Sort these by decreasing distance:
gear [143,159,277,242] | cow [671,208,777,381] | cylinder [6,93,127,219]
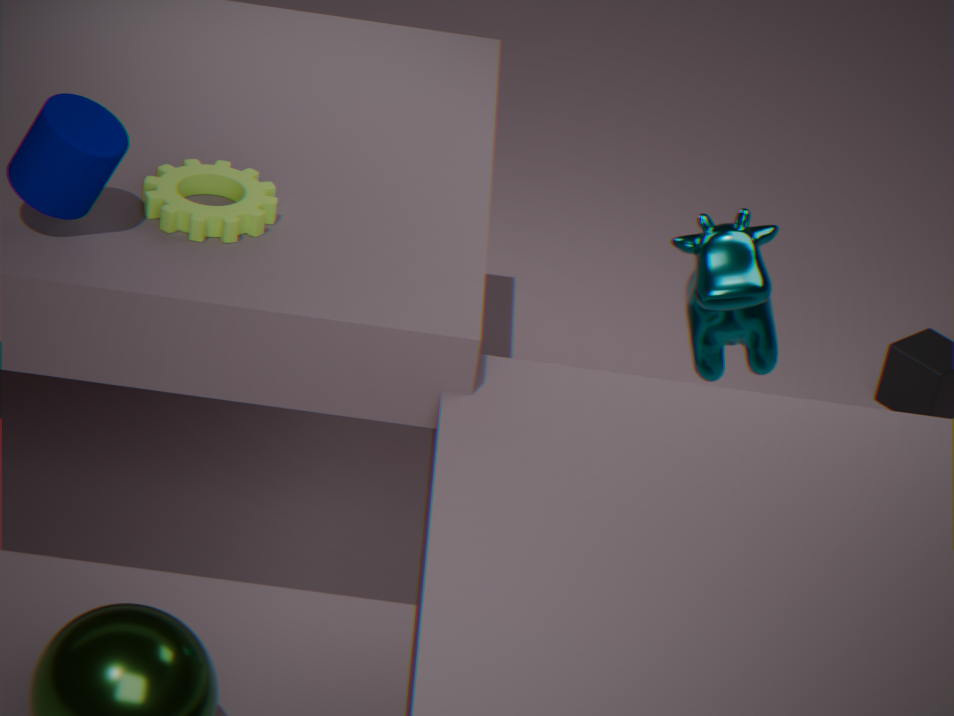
cow [671,208,777,381]
gear [143,159,277,242]
cylinder [6,93,127,219]
